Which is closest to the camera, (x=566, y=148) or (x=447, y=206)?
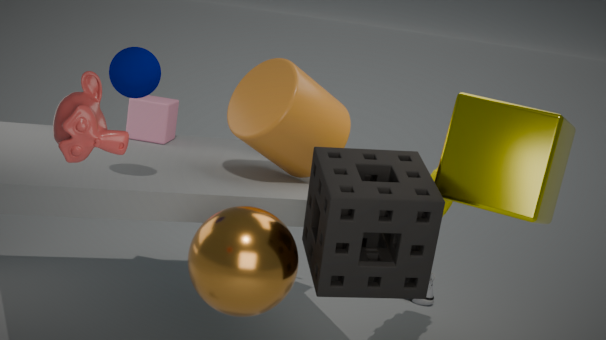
(x=566, y=148)
